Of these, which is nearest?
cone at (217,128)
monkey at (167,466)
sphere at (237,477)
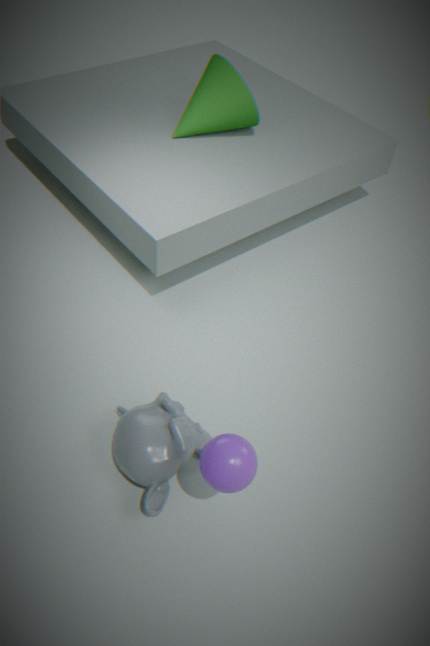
sphere at (237,477)
